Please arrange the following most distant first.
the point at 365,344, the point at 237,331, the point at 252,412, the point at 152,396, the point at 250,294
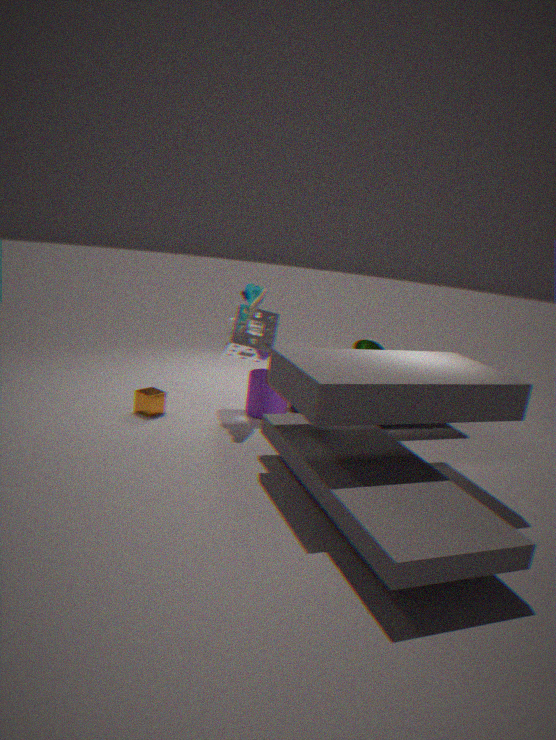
the point at 365,344
the point at 252,412
the point at 237,331
the point at 250,294
the point at 152,396
